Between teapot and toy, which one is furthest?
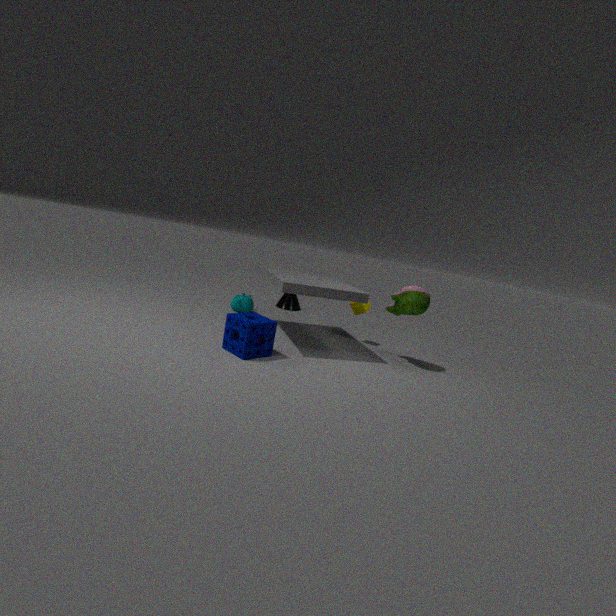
teapot
